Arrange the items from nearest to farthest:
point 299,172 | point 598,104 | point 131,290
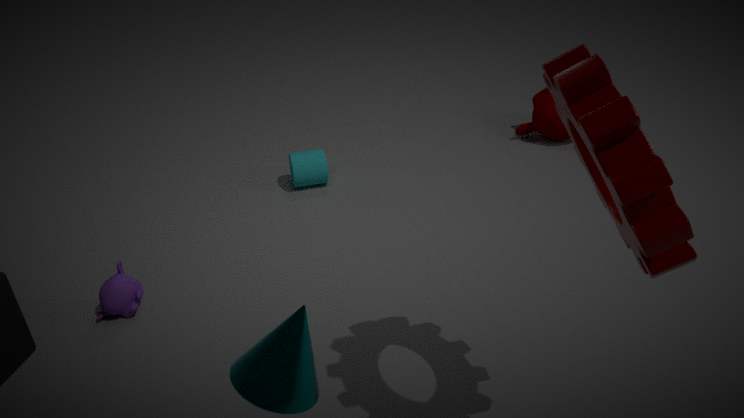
point 598,104, point 131,290, point 299,172
